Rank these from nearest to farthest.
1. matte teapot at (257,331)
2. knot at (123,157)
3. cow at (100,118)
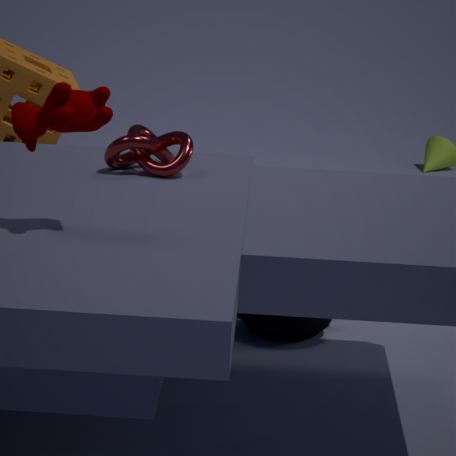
cow at (100,118) < knot at (123,157) < matte teapot at (257,331)
